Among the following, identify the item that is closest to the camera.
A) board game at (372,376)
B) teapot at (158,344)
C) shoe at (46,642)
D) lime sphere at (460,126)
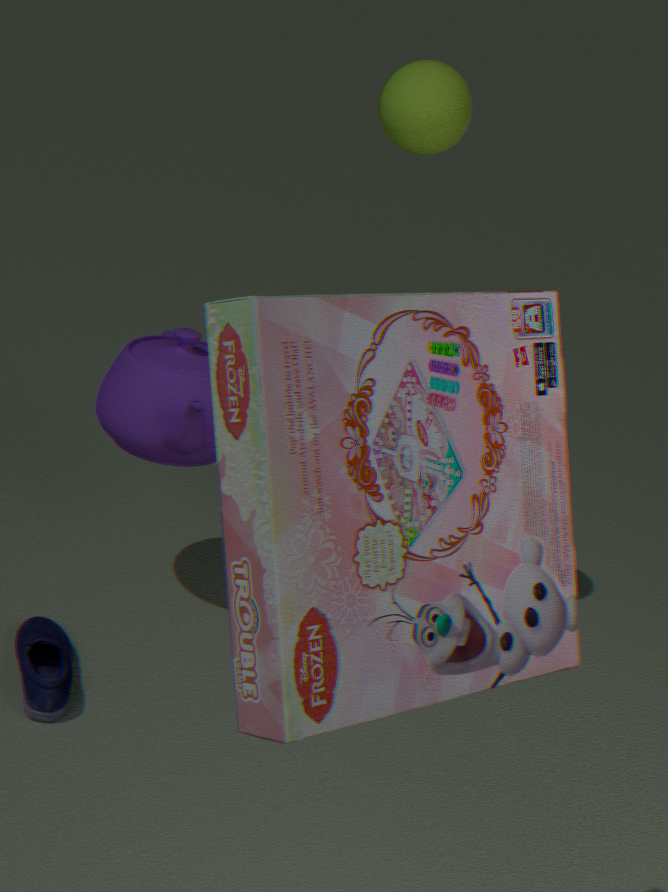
board game at (372,376)
